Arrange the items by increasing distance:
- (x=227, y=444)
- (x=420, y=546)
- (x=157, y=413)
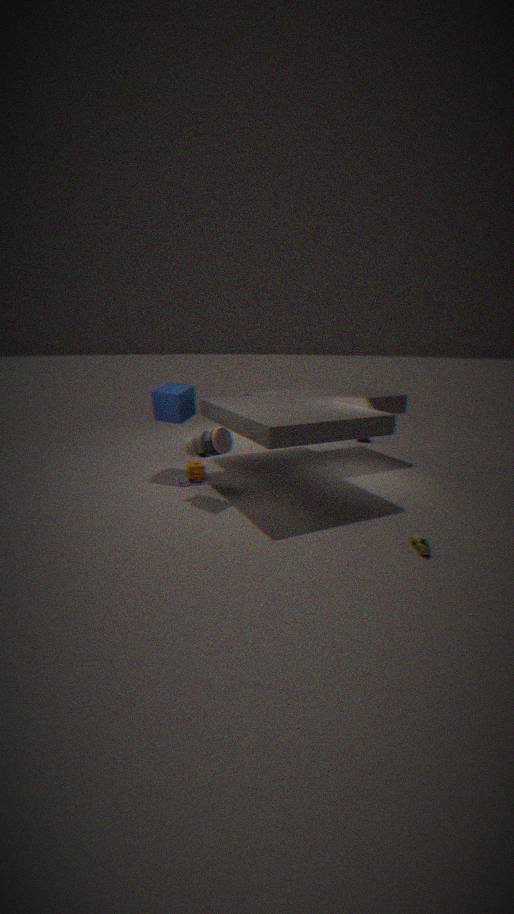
(x=420, y=546) → (x=227, y=444) → (x=157, y=413)
